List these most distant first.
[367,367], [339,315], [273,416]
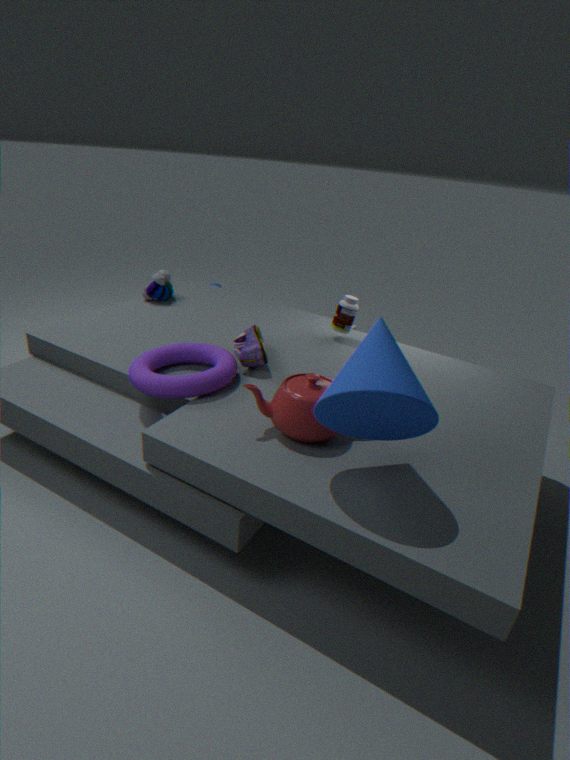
1. [339,315]
2. [273,416]
3. [367,367]
